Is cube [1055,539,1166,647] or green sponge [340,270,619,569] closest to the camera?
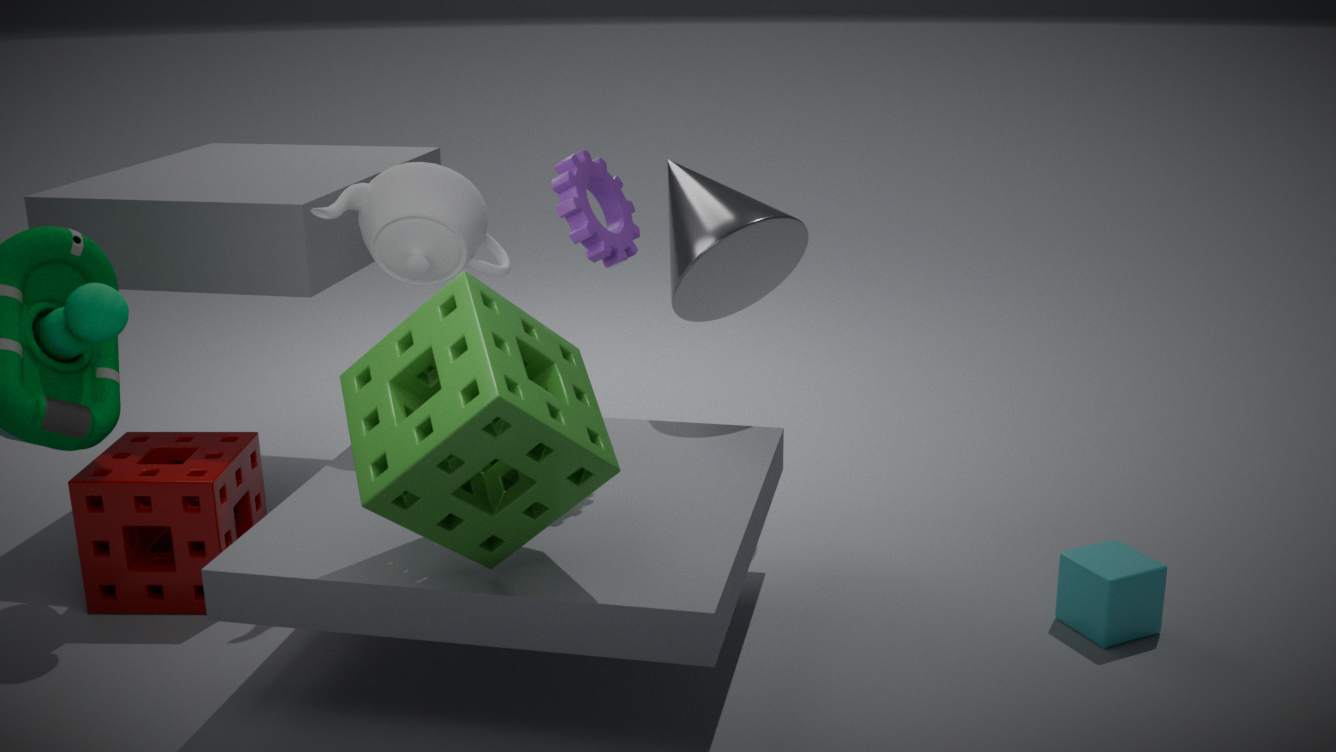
green sponge [340,270,619,569]
